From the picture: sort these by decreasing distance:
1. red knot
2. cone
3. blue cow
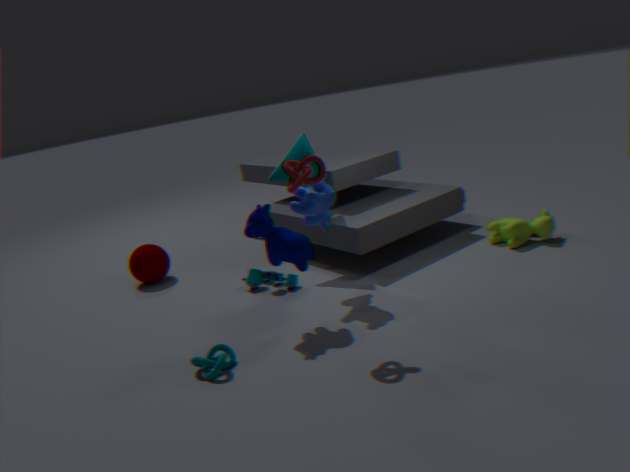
1. cone
2. blue cow
3. red knot
